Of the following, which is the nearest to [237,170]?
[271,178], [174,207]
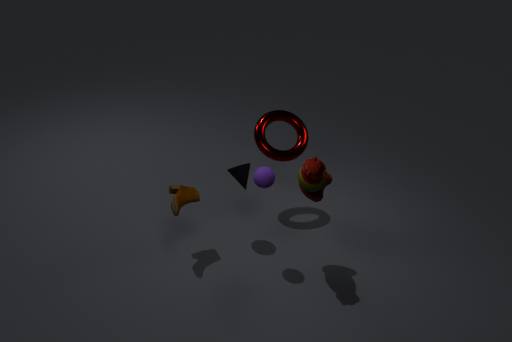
[271,178]
